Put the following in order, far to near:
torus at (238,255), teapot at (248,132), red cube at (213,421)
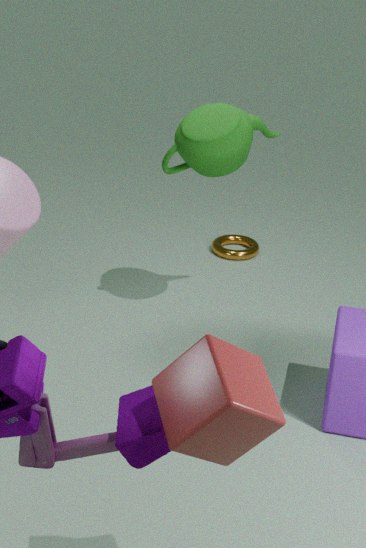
torus at (238,255), teapot at (248,132), red cube at (213,421)
